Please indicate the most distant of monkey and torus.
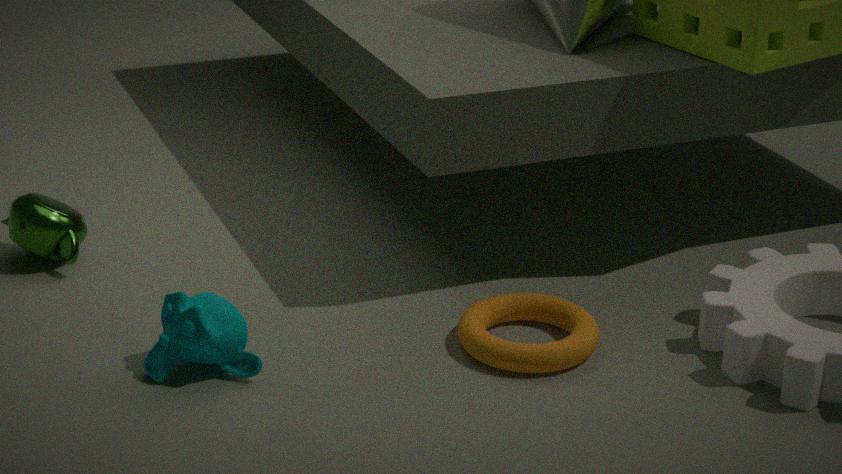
torus
